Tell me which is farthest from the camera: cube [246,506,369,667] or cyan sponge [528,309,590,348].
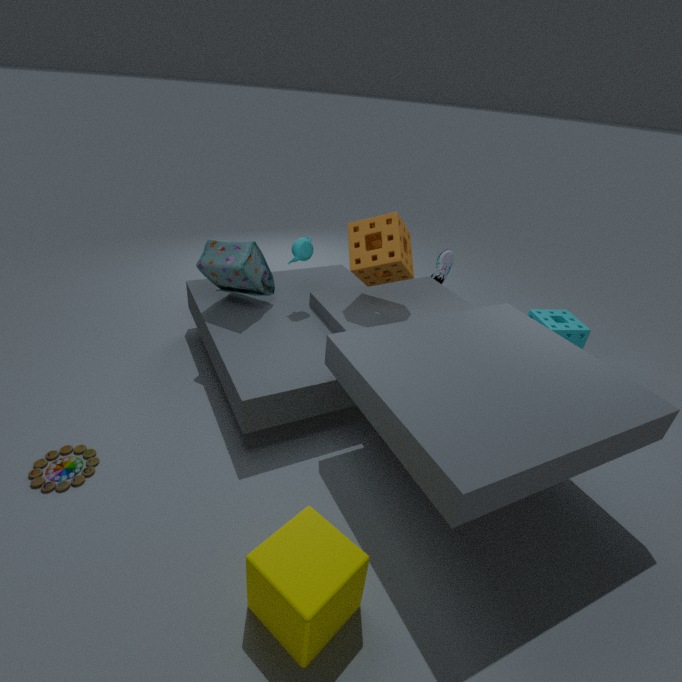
cyan sponge [528,309,590,348]
